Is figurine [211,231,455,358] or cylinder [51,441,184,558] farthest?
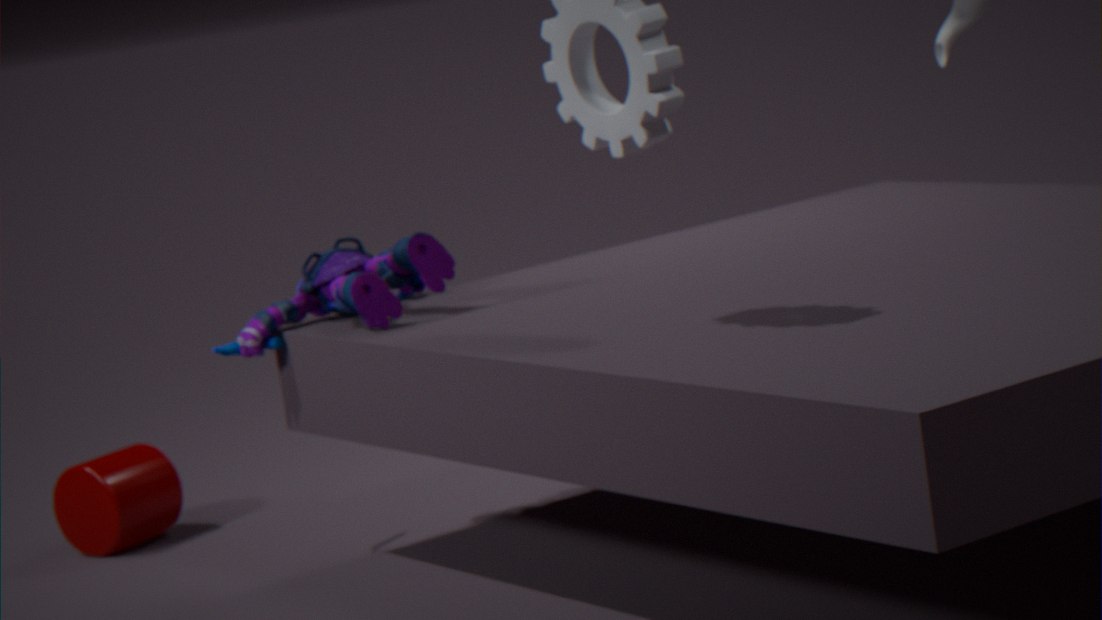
cylinder [51,441,184,558]
